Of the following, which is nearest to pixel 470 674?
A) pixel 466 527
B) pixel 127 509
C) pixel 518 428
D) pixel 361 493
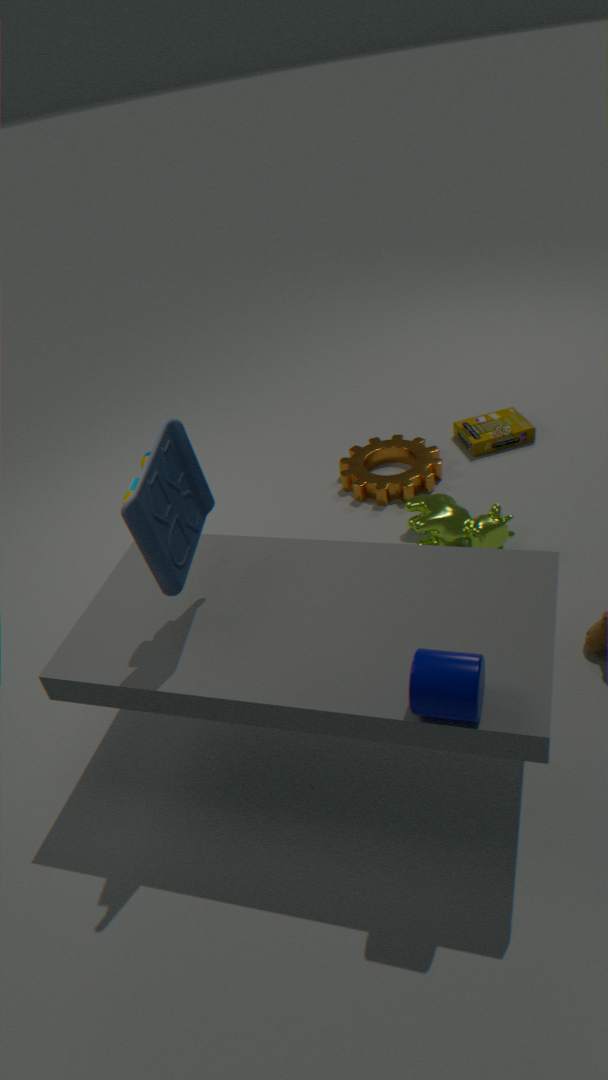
pixel 127 509
